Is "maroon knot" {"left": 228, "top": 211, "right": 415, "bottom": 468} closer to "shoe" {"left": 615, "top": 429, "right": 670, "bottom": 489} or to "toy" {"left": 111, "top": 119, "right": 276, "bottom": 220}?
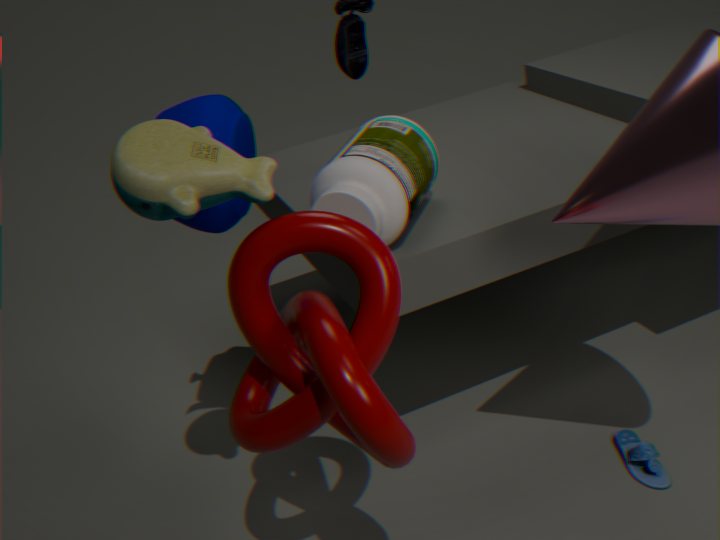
"toy" {"left": 111, "top": 119, "right": 276, "bottom": 220}
